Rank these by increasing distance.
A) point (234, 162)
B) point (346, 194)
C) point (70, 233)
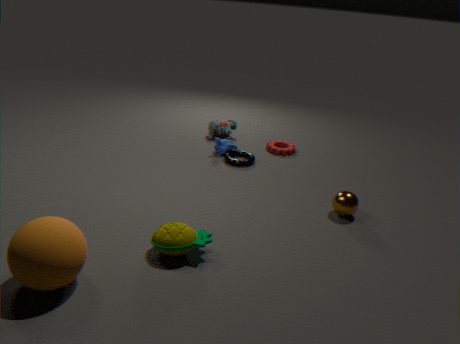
point (70, 233), point (346, 194), point (234, 162)
